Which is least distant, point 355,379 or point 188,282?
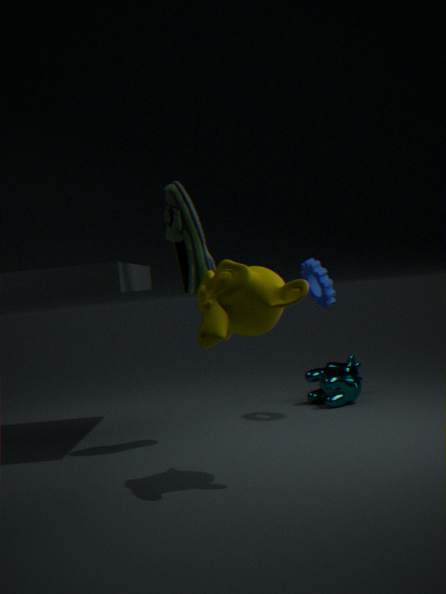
point 188,282
